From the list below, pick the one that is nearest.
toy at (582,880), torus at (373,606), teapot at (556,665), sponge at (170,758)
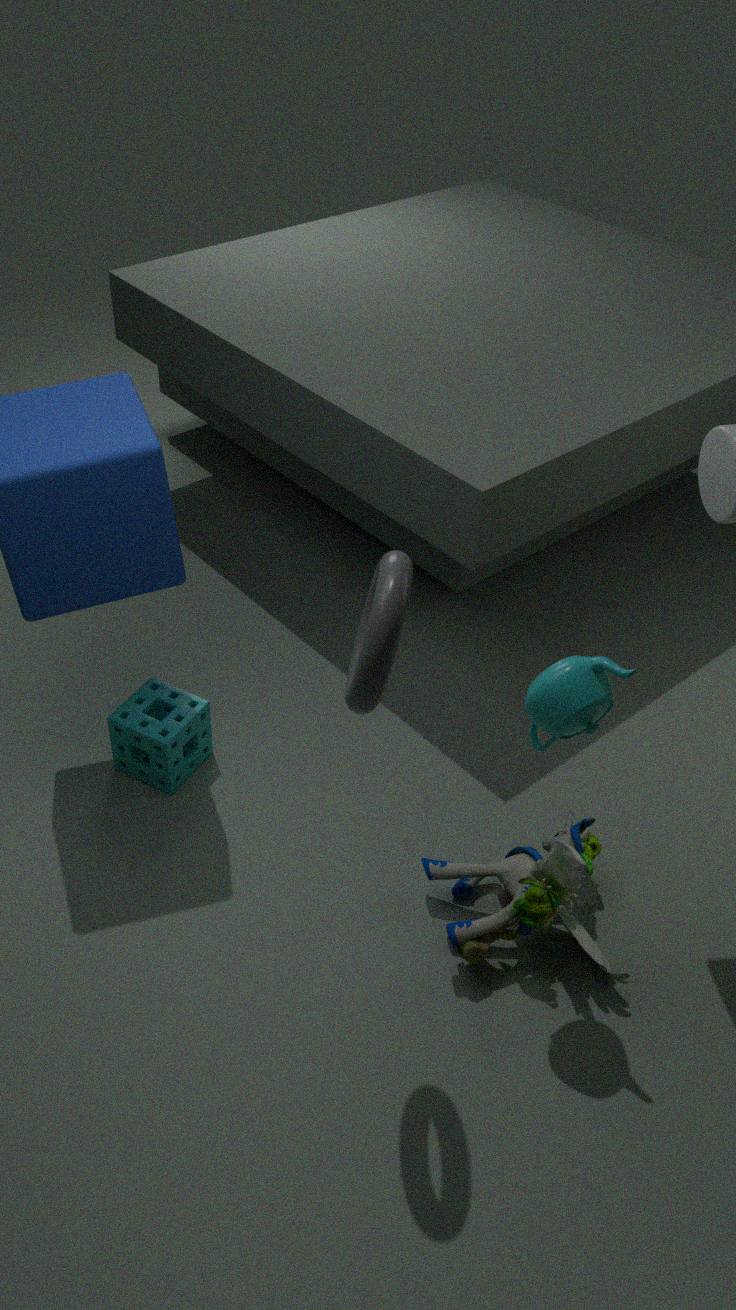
torus at (373,606)
